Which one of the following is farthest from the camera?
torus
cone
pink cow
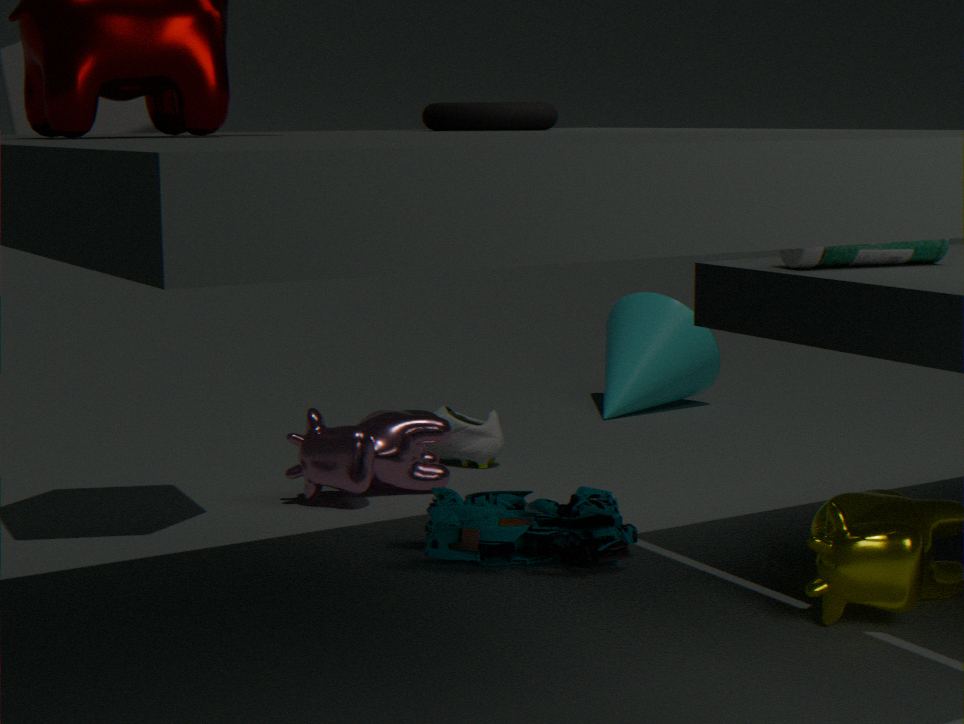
cone
